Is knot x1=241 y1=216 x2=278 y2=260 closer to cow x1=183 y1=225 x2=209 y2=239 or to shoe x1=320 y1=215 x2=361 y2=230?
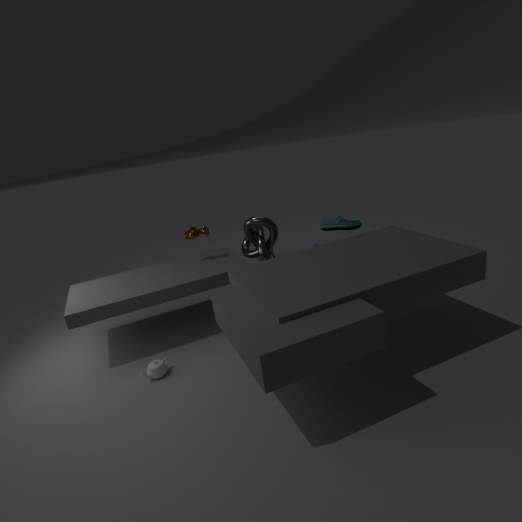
cow x1=183 y1=225 x2=209 y2=239
